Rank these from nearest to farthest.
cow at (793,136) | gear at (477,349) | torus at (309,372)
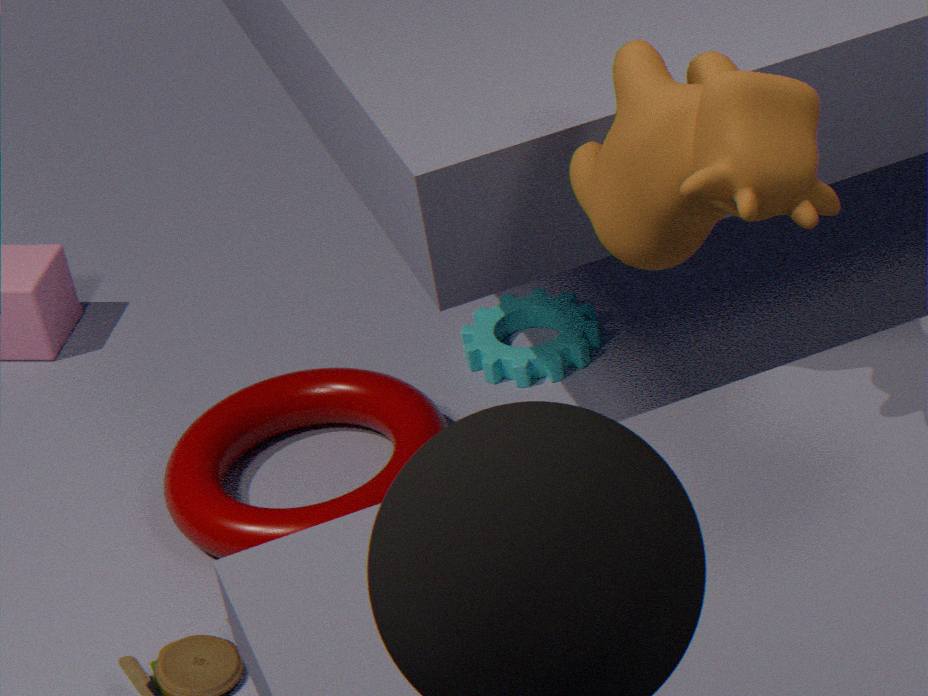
cow at (793,136) < torus at (309,372) < gear at (477,349)
